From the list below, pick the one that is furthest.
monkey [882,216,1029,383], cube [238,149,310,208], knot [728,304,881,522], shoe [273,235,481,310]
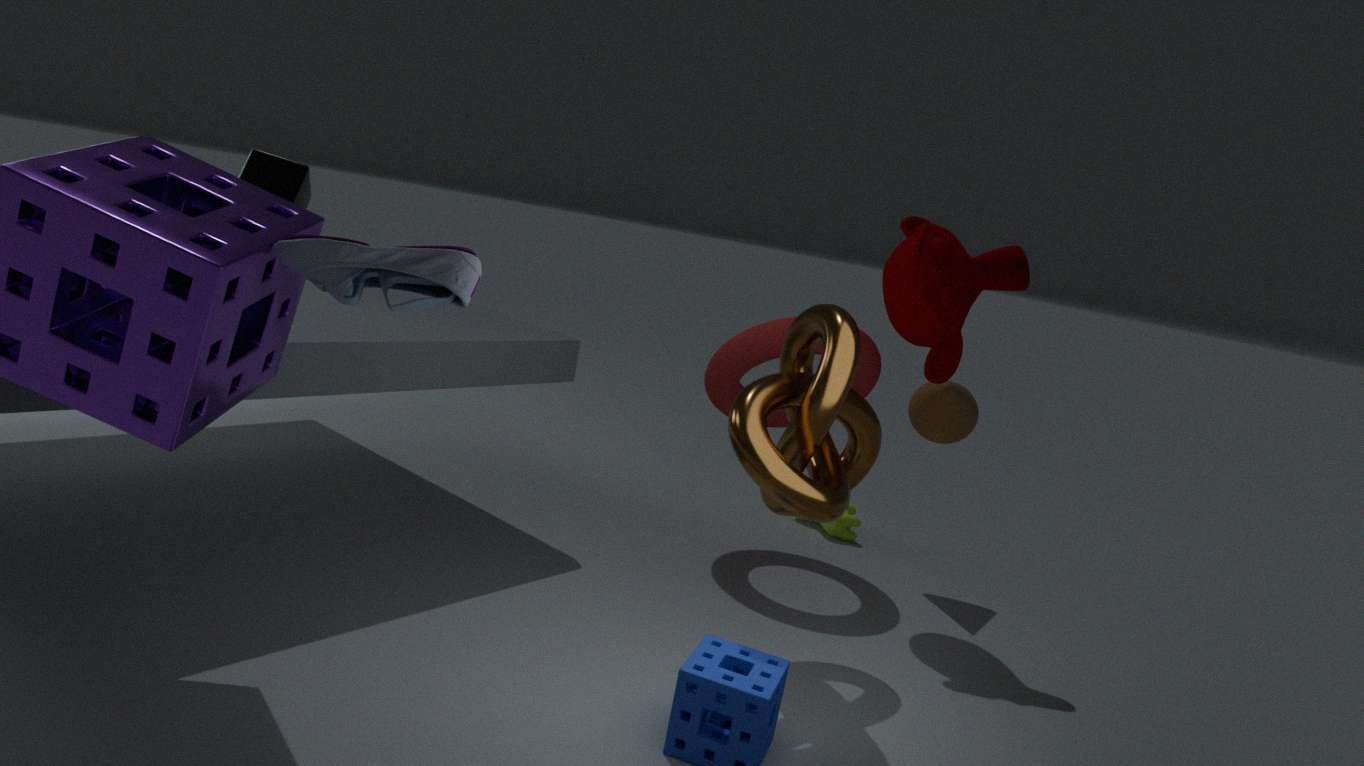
cube [238,149,310,208]
